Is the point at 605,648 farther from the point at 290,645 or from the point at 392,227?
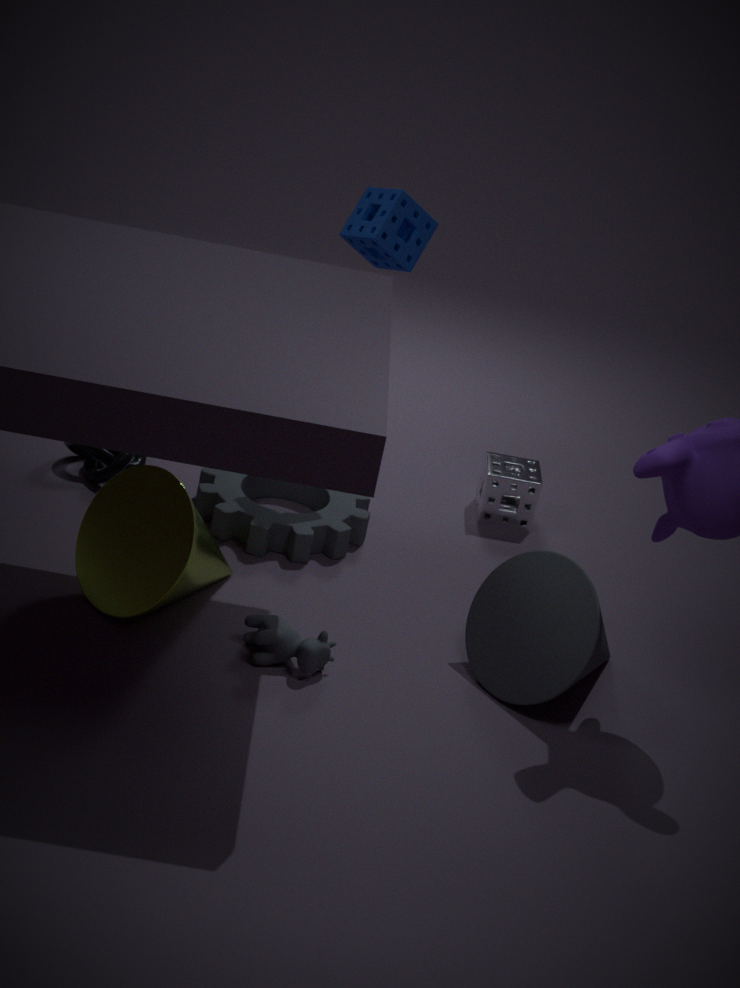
the point at 392,227
